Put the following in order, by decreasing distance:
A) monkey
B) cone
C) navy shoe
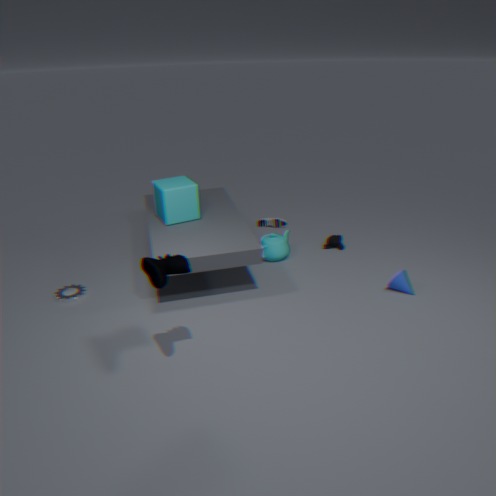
monkey, cone, navy shoe
